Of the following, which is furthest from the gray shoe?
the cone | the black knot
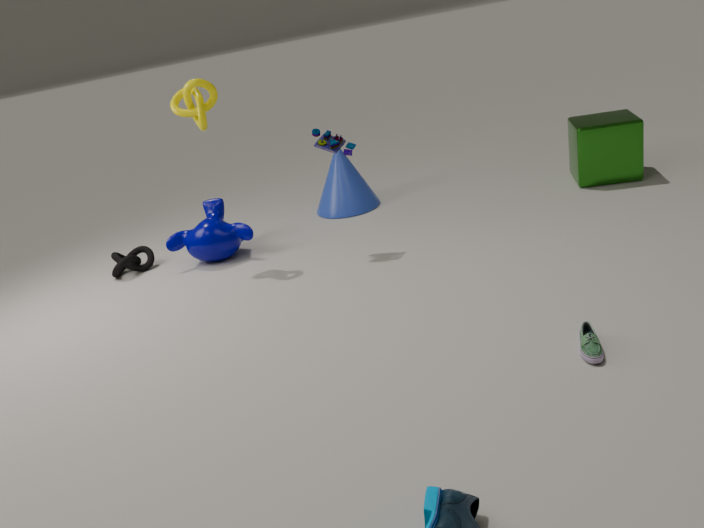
the black knot
